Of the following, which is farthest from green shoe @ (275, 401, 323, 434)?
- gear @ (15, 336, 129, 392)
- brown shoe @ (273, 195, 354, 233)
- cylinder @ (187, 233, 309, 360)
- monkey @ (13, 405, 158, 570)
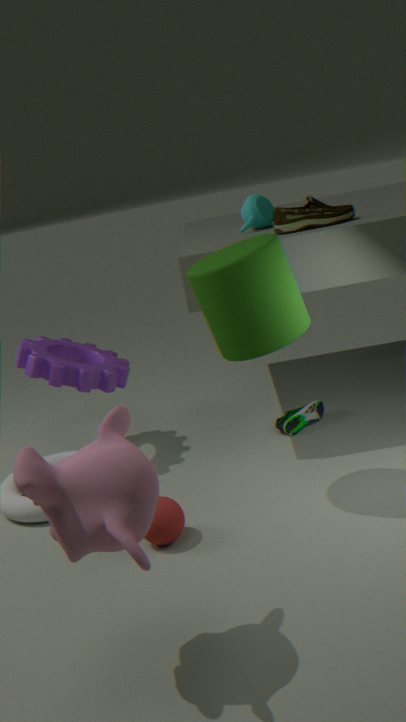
monkey @ (13, 405, 158, 570)
